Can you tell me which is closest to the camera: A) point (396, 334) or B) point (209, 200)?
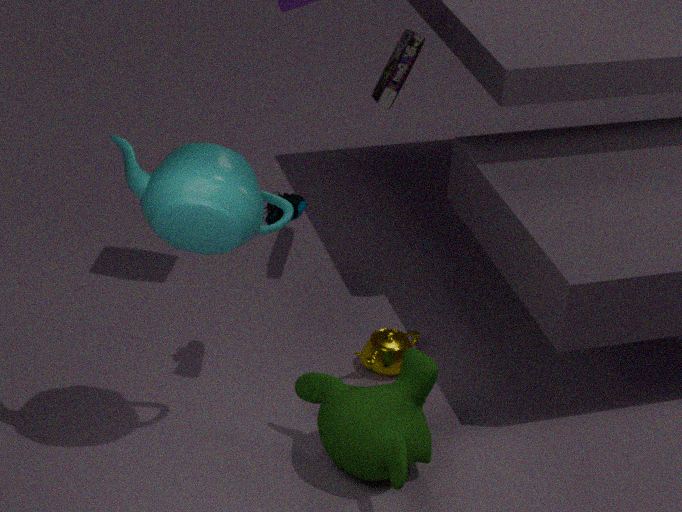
B. point (209, 200)
